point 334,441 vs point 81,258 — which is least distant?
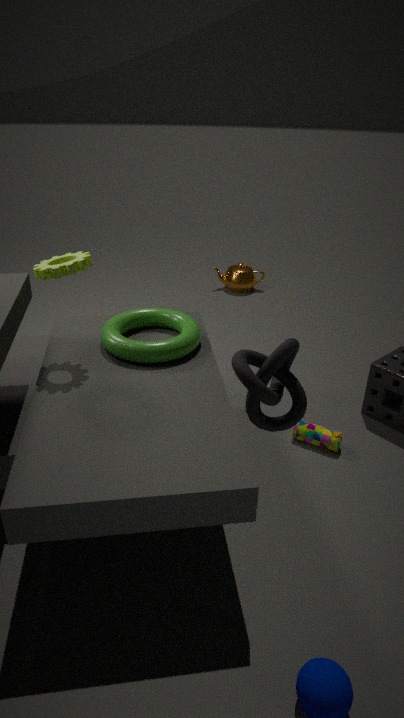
point 81,258
